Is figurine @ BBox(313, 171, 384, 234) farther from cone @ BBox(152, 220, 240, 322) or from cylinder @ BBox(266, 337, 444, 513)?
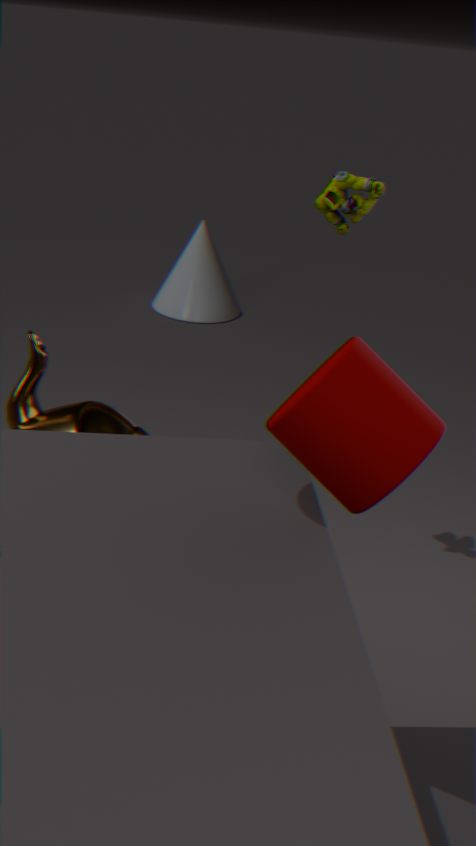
cone @ BBox(152, 220, 240, 322)
